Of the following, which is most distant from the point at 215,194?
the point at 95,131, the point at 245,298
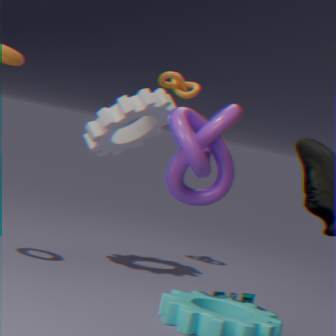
the point at 95,131
